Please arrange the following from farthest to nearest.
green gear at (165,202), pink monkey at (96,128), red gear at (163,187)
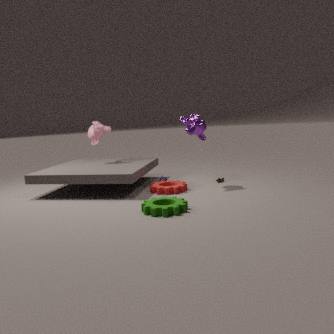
pink monkey at (96,128)
red gear at (163,187)
green gear at (165,202)
